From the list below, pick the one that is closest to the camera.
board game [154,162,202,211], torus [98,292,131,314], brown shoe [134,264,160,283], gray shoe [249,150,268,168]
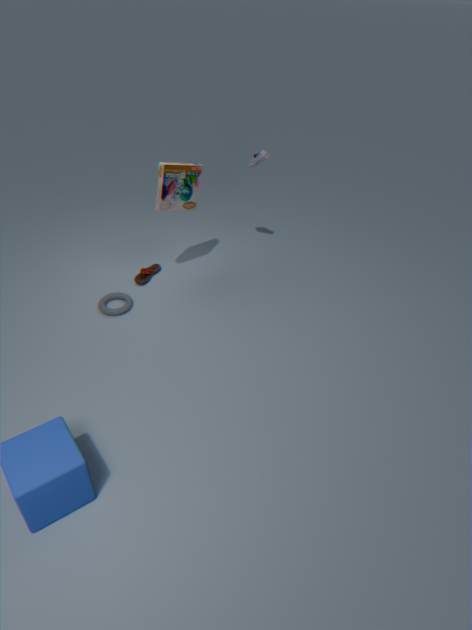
board game [154,162,202,211]
